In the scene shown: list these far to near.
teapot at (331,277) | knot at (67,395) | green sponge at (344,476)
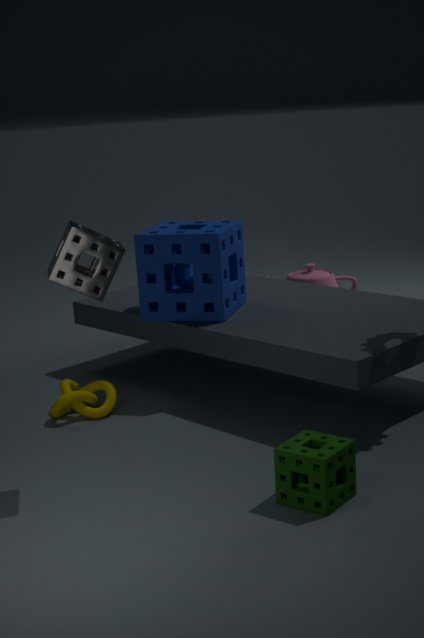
teapot at (331,277), knot at (67,395), green sponge at (344,476)
